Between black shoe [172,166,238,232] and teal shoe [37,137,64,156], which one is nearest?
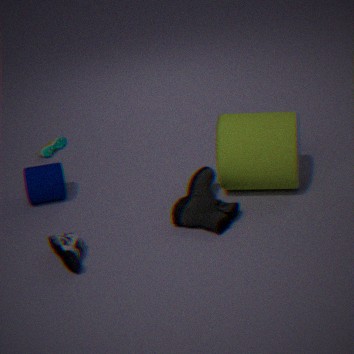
black shoe [172,166,238,232]
